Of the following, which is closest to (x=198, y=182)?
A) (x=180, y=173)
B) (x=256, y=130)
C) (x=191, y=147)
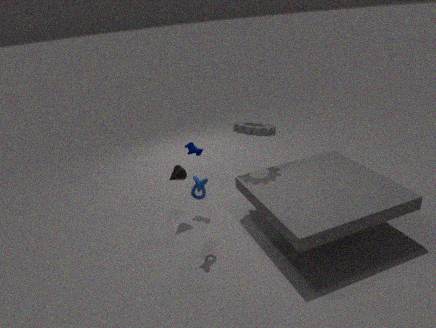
(x=180, y=173)
